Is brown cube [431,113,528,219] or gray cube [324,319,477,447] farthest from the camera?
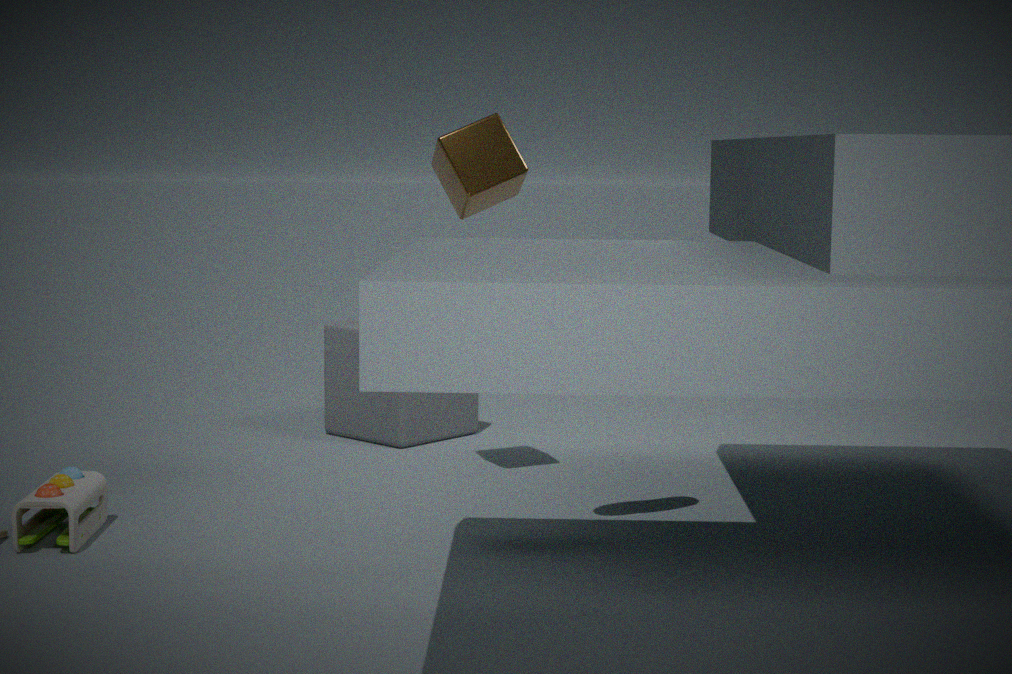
gray cube [324,319,477,447]
